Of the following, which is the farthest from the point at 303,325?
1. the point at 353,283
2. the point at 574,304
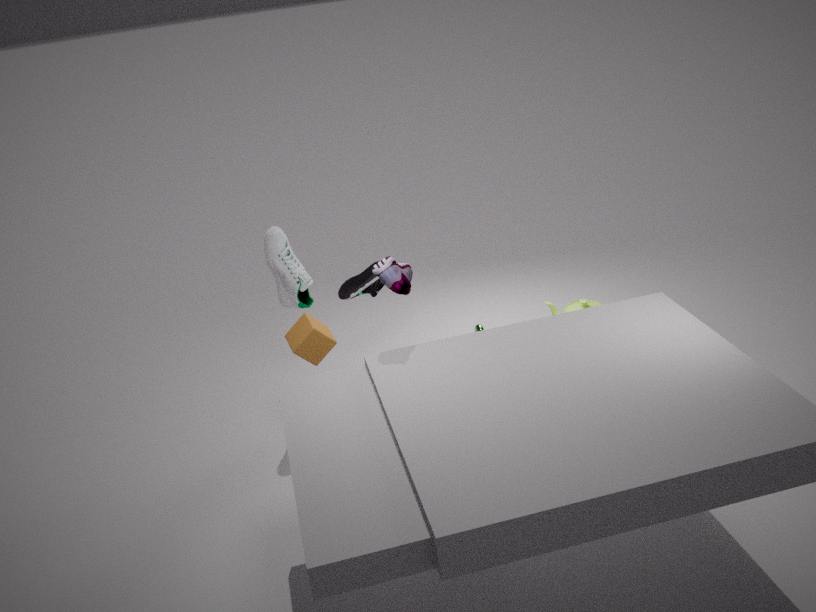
the point at 574,304
